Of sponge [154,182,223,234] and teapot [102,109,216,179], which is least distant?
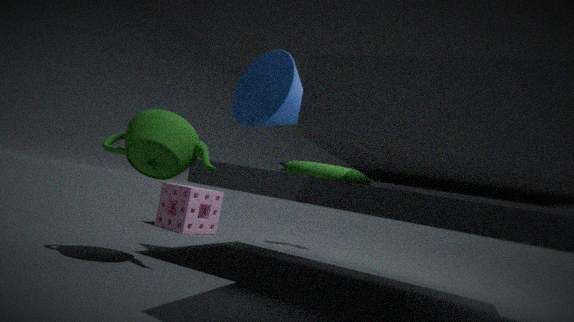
teapot [102,109,216,179]
